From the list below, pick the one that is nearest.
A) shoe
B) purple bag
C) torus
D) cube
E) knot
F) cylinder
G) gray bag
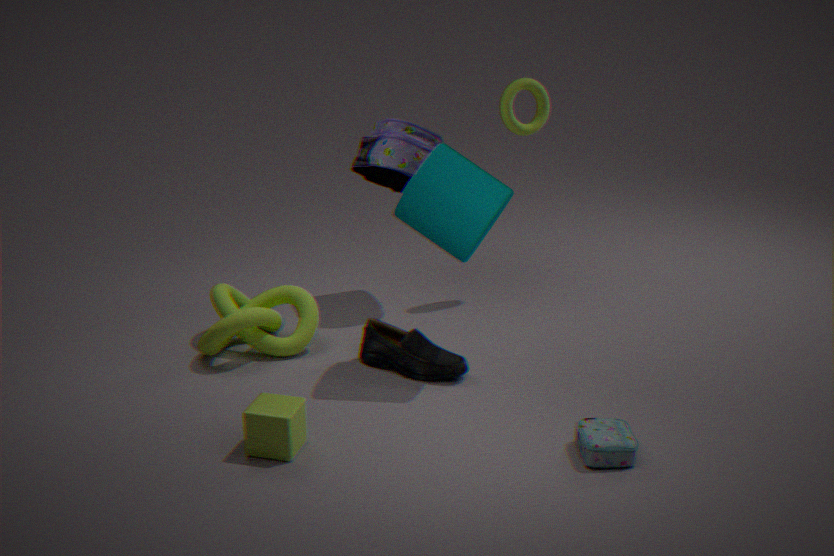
gray bag
